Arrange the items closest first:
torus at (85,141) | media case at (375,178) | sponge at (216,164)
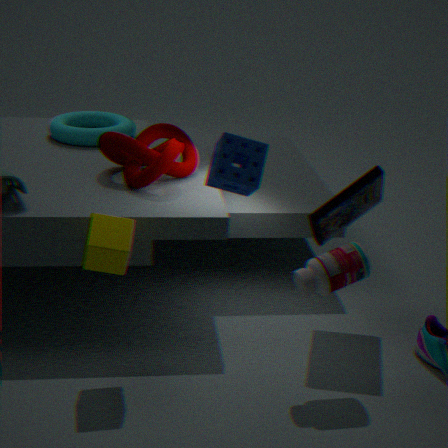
sponge at (216,164) → media case at (375,178) → torus at (85,141)
